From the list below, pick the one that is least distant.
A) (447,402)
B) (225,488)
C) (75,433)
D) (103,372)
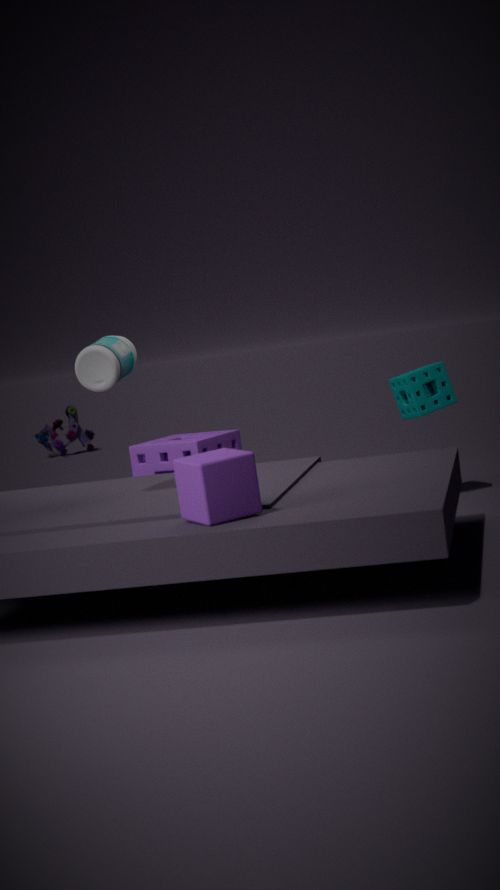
(225,488)
